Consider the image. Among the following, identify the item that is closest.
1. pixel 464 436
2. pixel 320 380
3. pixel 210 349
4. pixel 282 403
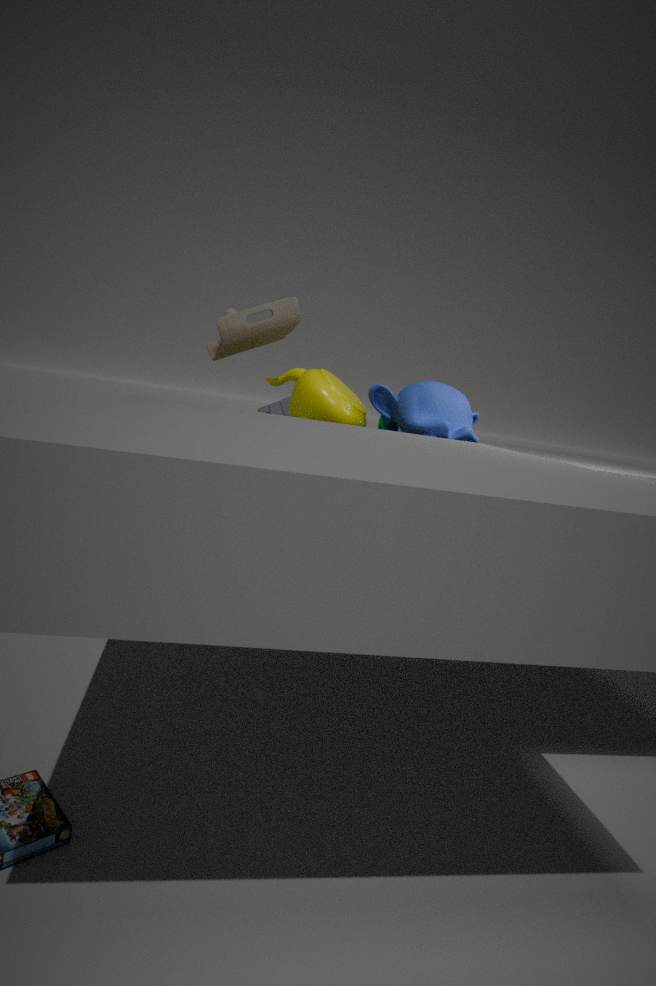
pixel 464 436
